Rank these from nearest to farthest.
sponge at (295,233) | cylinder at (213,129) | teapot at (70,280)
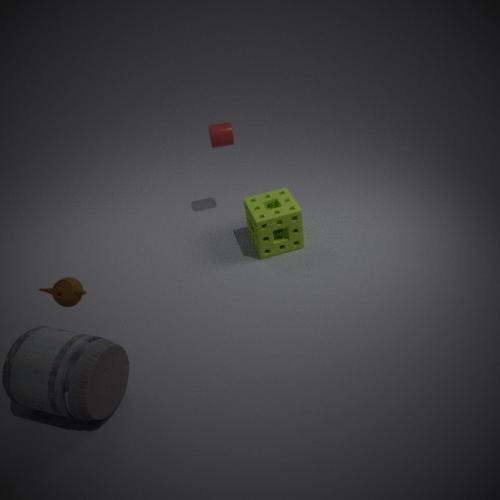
teapot at (70,280) < sponge at (295,233) < cylinder at (213,129)
